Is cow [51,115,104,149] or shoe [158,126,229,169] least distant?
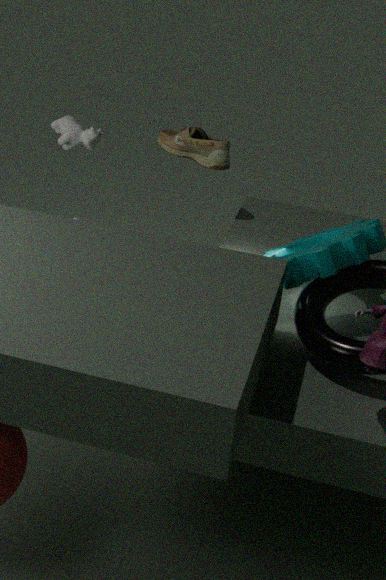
shoe [158,126,229,169]
